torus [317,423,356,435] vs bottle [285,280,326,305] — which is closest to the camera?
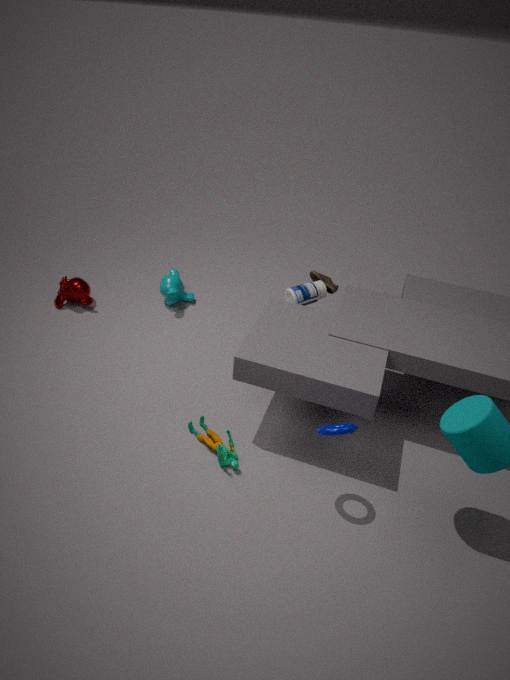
torus [317,423,356,435]
